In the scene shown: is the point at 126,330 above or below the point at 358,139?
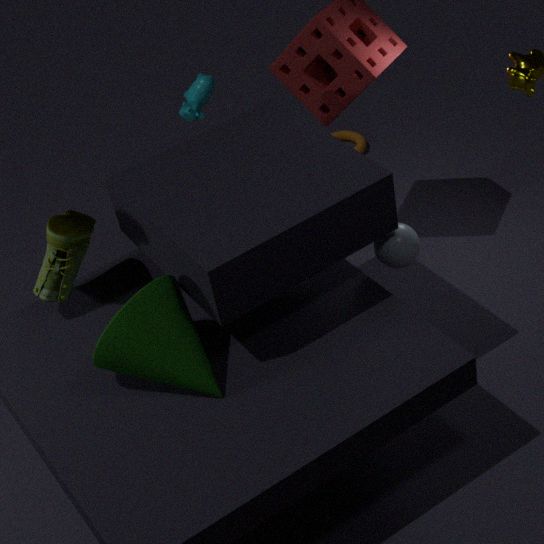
above
